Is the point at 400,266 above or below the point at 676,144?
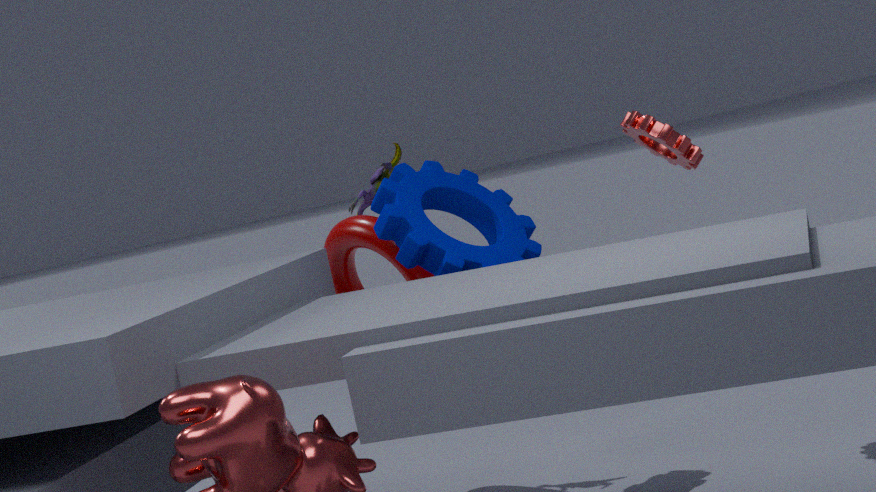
below
